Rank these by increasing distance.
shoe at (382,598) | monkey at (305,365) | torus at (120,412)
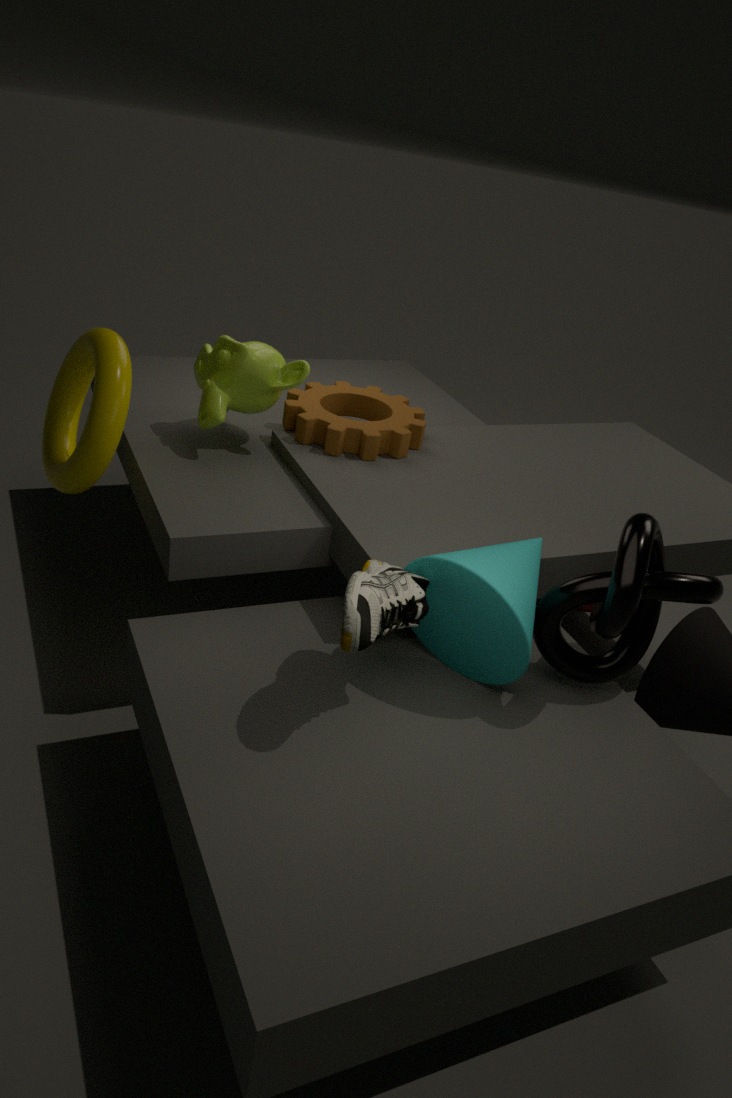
shoe at (382,598)
torus at (120,412)
monkey at (305,365)
